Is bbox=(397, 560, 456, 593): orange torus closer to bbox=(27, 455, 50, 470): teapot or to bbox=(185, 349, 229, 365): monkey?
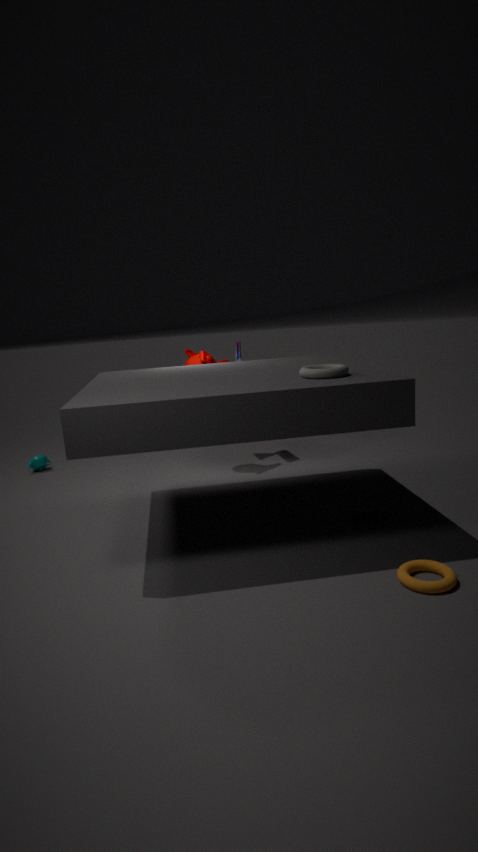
bbox=(185, 349, 229, 365): monkey
